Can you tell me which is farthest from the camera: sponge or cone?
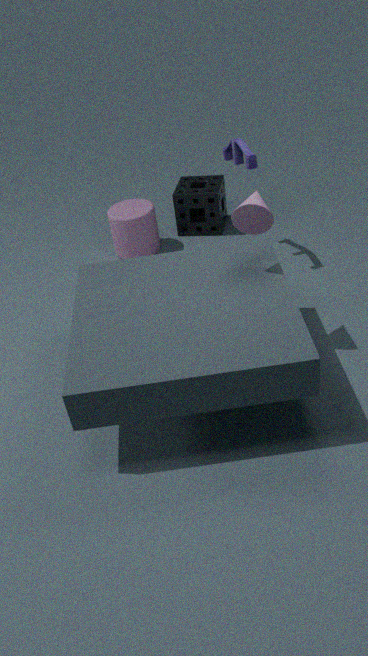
sponge
